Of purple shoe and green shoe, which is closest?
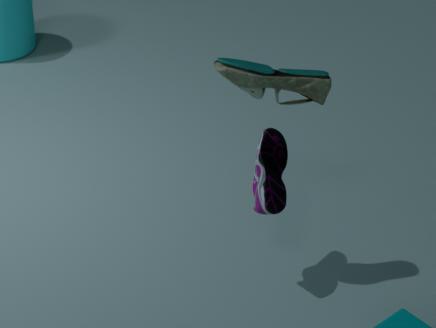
green shoe
